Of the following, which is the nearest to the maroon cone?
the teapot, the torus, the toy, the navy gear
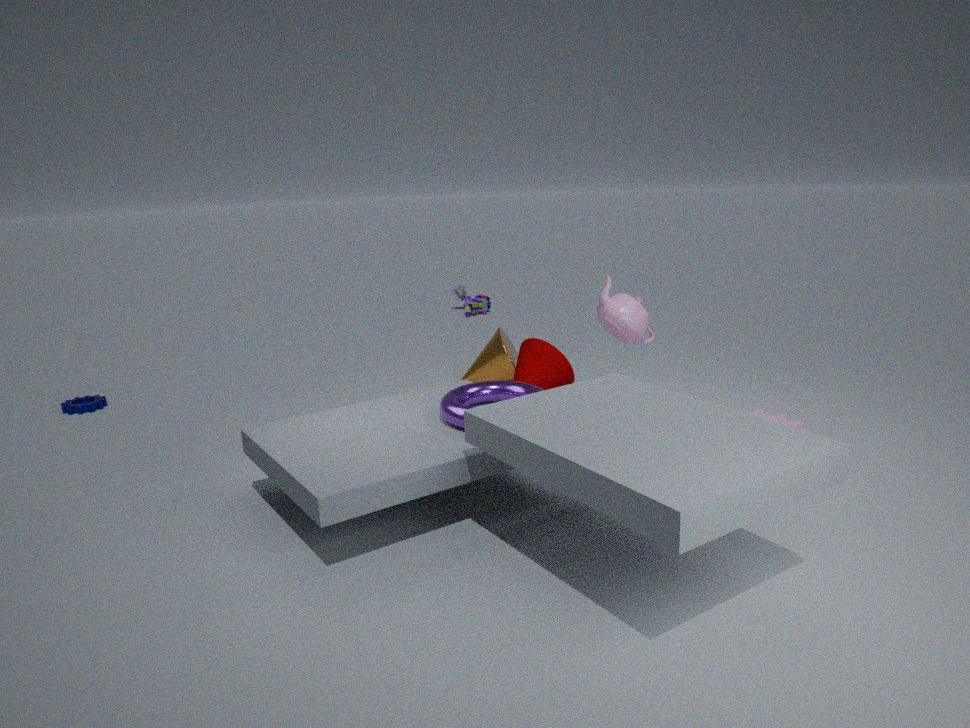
the teapot
